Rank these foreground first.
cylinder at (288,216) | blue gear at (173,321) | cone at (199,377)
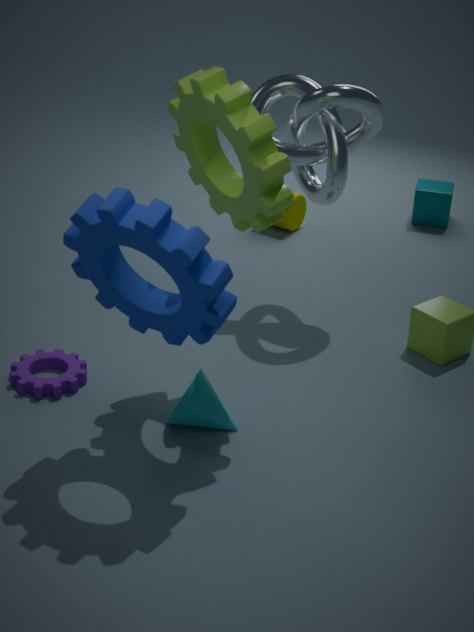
blue gear at (173,321) → cone at (199,377) → cylinder at (288,216)
